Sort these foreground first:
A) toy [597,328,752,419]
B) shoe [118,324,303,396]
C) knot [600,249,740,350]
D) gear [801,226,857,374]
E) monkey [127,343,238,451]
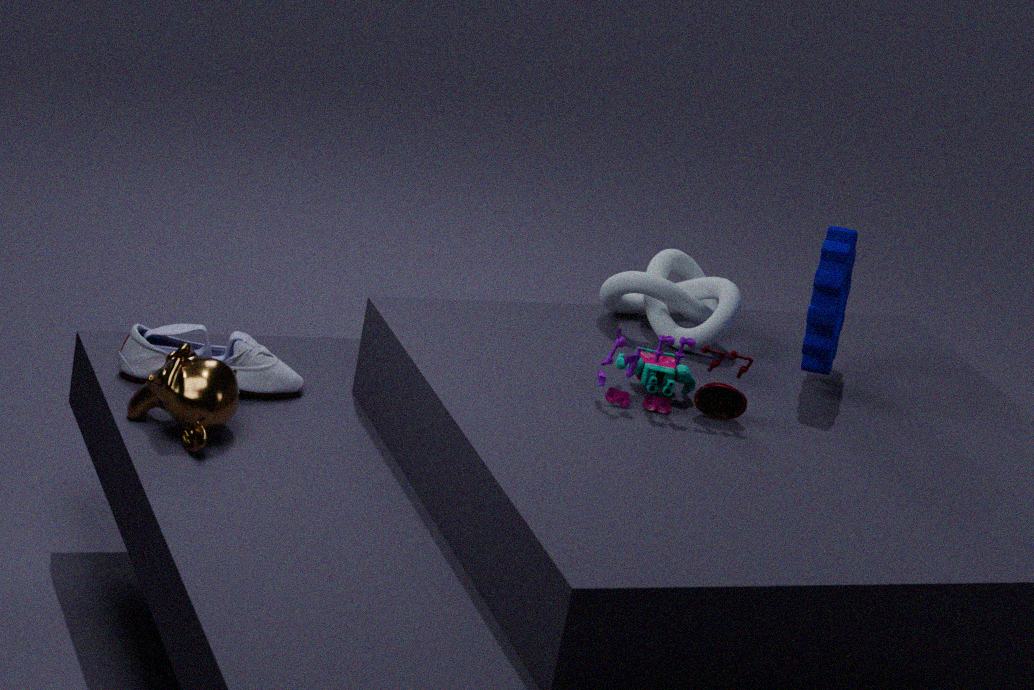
monkey [127,343,238,451] < toy [597,328,752,419] < gear [801,226,857,374] < shoe [118,324,303,396] < knot [600,249,740,350]
